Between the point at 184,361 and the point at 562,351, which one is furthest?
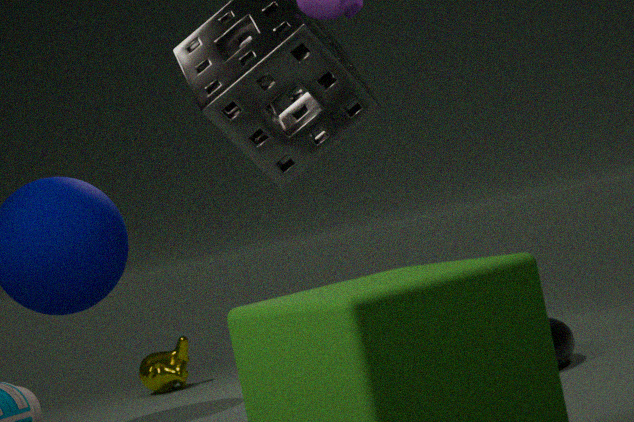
the point at 184,361
